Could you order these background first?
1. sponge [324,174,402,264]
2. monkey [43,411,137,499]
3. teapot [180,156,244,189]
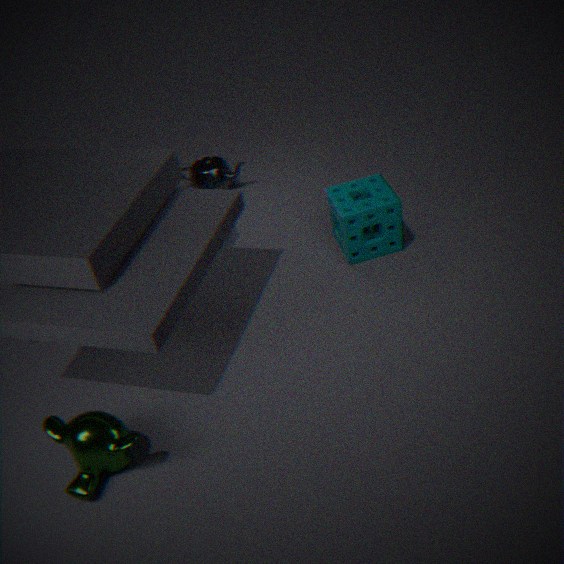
teapot [180,156,244,189] < sponge [324,174,402,264] < monkey [43,411,137,499]
